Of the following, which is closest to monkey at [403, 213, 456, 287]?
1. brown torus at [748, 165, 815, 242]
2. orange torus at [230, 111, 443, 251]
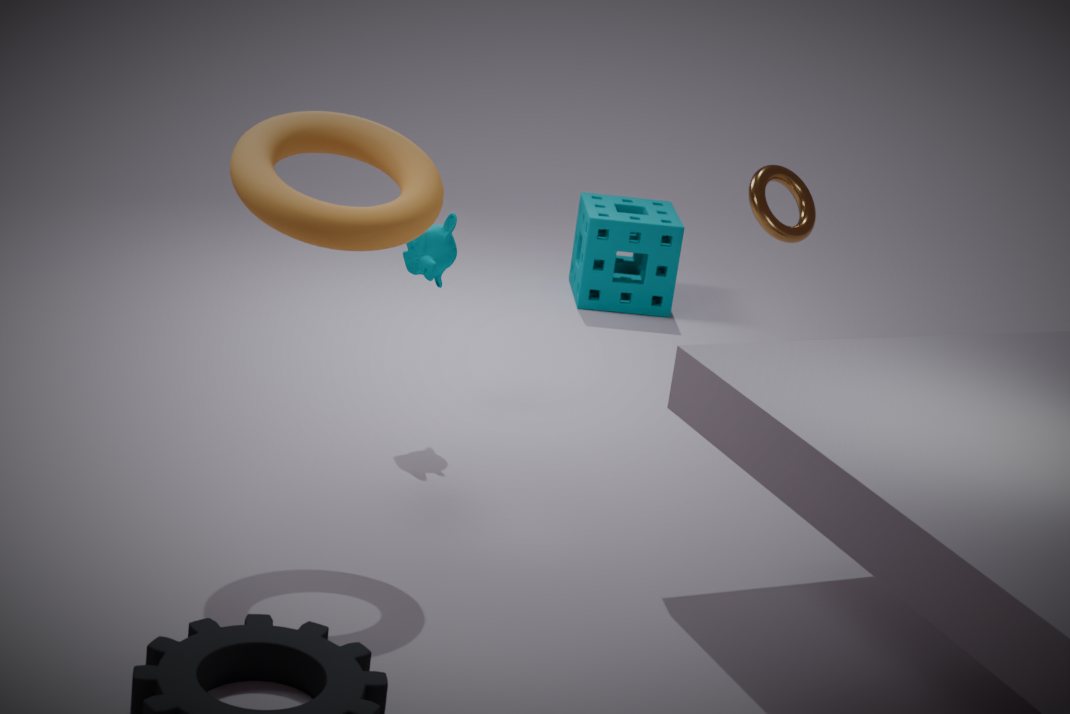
orange torus at [230, 111, 443, 251]
